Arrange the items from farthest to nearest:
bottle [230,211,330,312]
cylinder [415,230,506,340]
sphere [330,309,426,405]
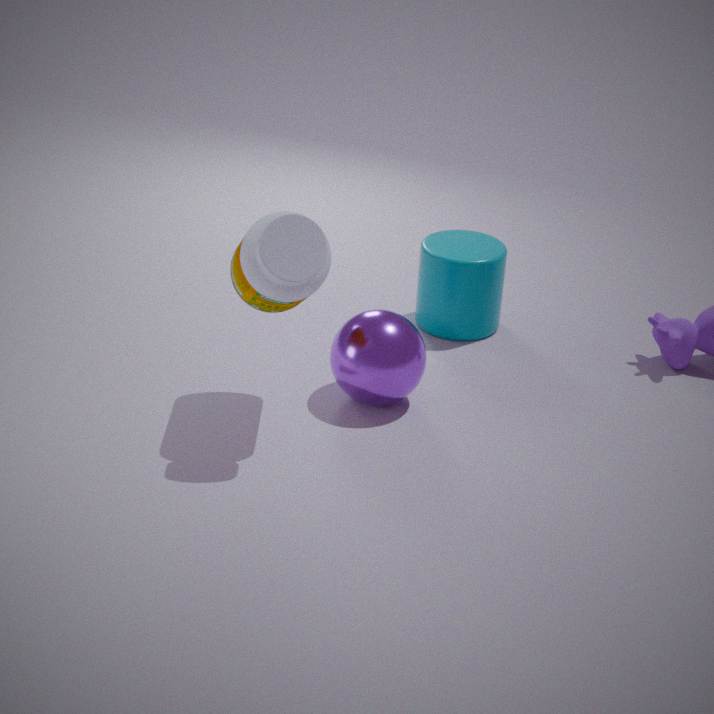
cylinder [415,230,506,340], sphere [330,309,426,405], bottle [230,211,330,312]
